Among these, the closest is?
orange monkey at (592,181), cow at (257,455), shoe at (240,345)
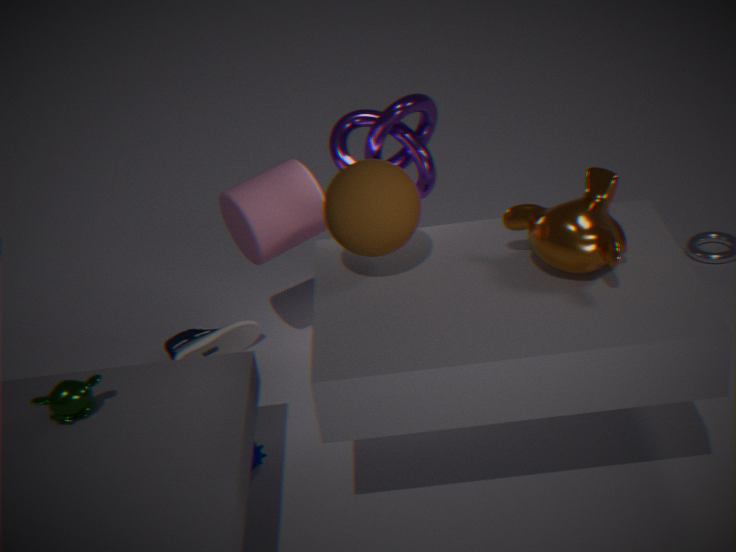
orange monkey at (592,181)
